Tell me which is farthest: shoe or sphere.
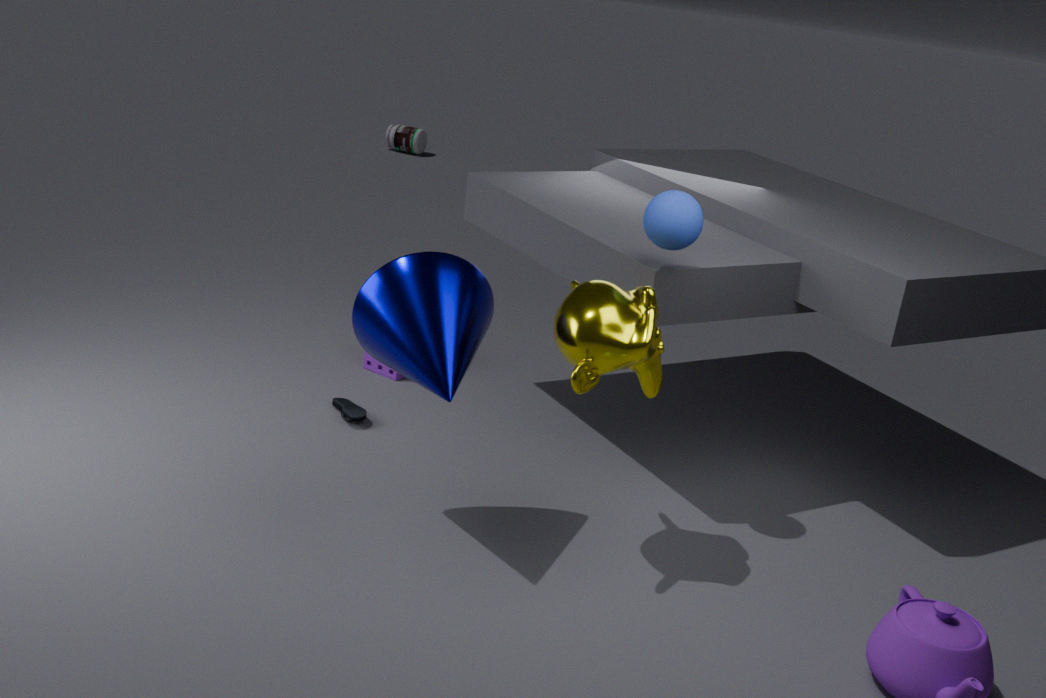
shoe
